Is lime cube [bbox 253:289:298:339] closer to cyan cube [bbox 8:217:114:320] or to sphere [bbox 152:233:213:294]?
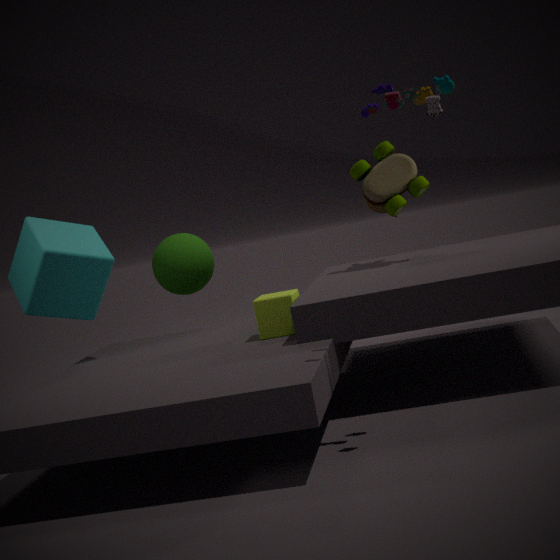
cyan cube [bbox 8:217:114:320]
